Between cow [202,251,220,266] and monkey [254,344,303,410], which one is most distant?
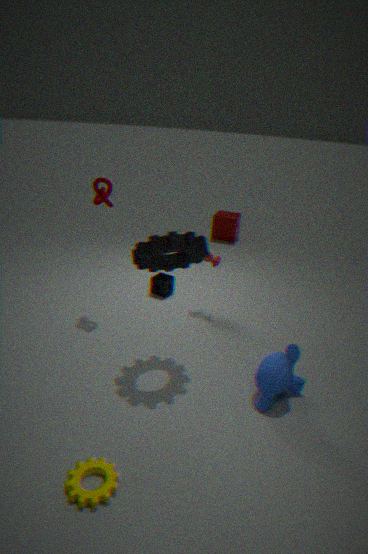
cow [202,251,220,266]
